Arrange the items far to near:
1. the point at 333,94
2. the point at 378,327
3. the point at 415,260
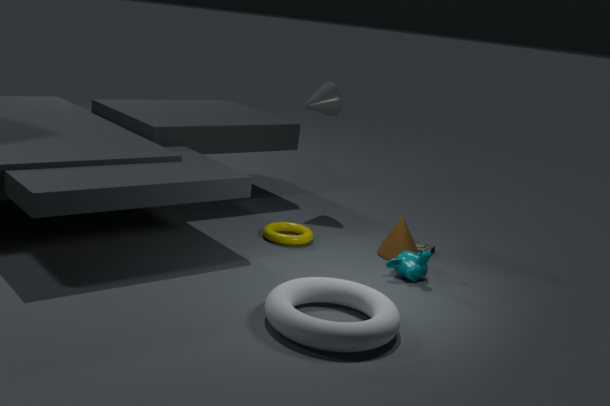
the point at 333,94, the point at 415,260, the point at 378,327
